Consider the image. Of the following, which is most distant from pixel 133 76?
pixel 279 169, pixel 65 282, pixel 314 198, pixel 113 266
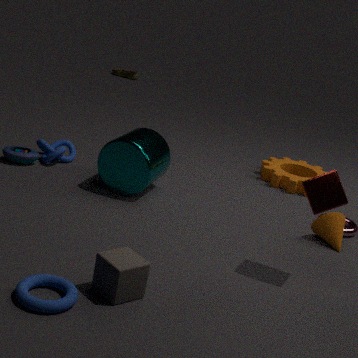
pixel 65 282
